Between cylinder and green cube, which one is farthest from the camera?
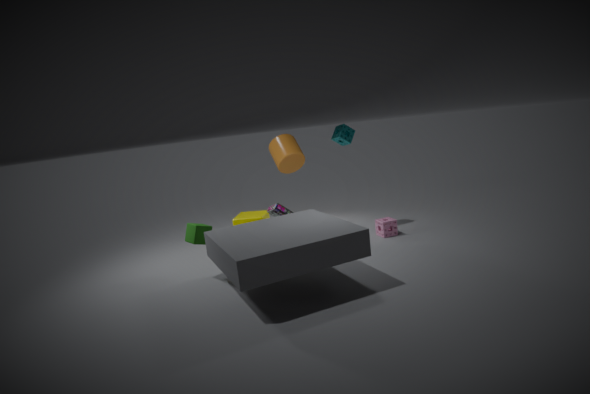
cylinder
